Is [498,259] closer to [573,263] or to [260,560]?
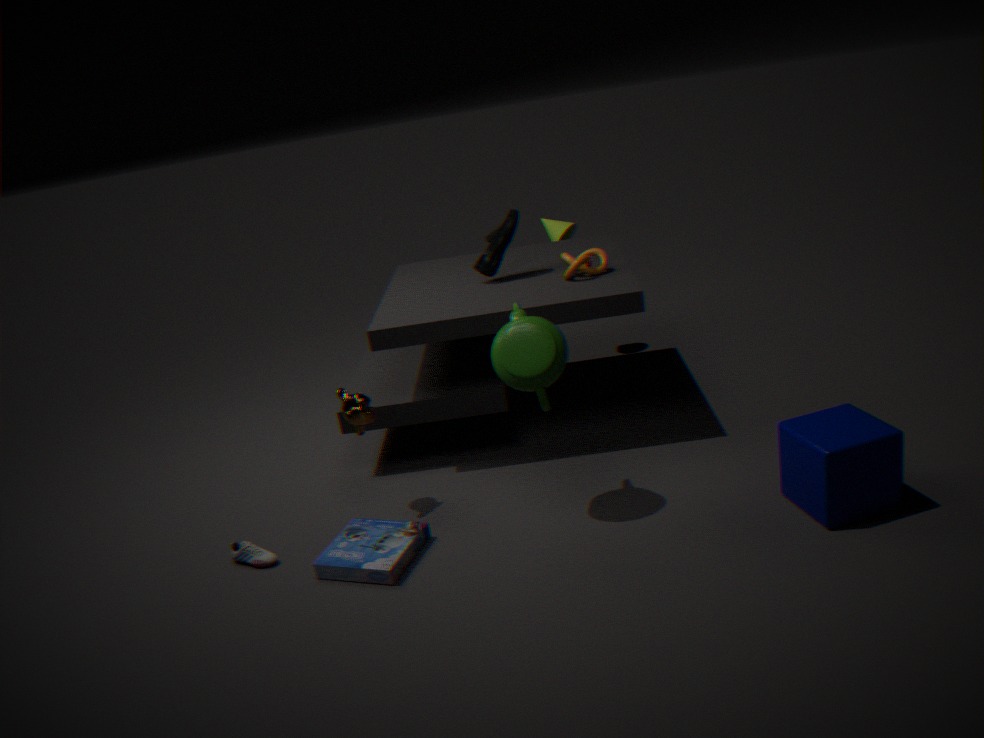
[573,263]
